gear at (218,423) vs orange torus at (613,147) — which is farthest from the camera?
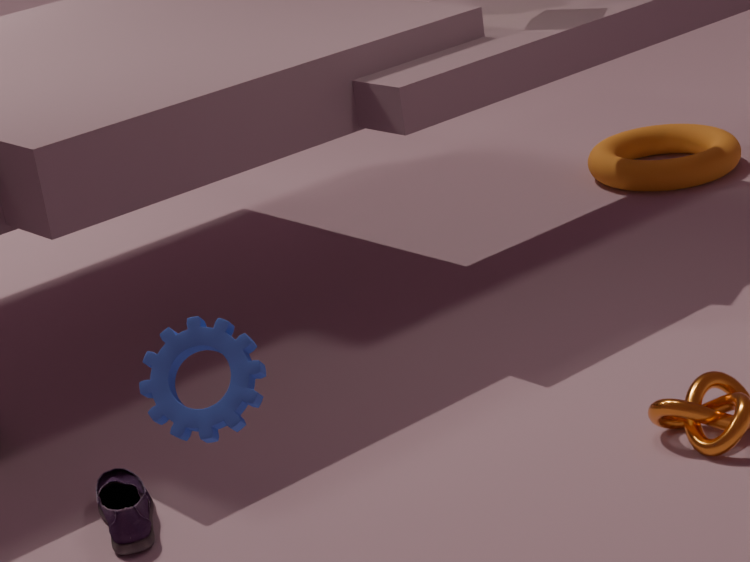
Result: orange torus at (613,147)
